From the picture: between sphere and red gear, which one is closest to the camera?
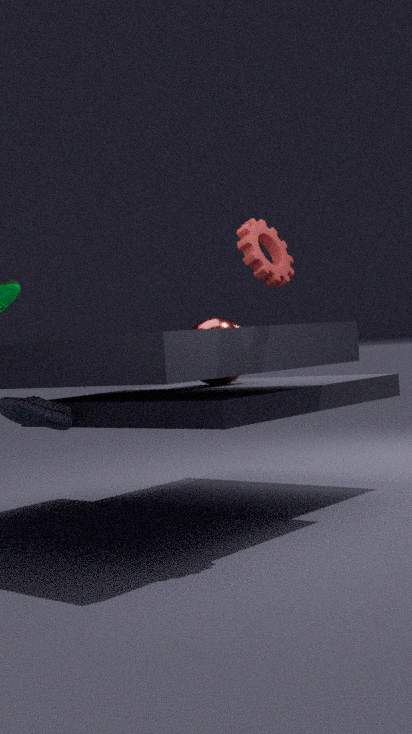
red gear
